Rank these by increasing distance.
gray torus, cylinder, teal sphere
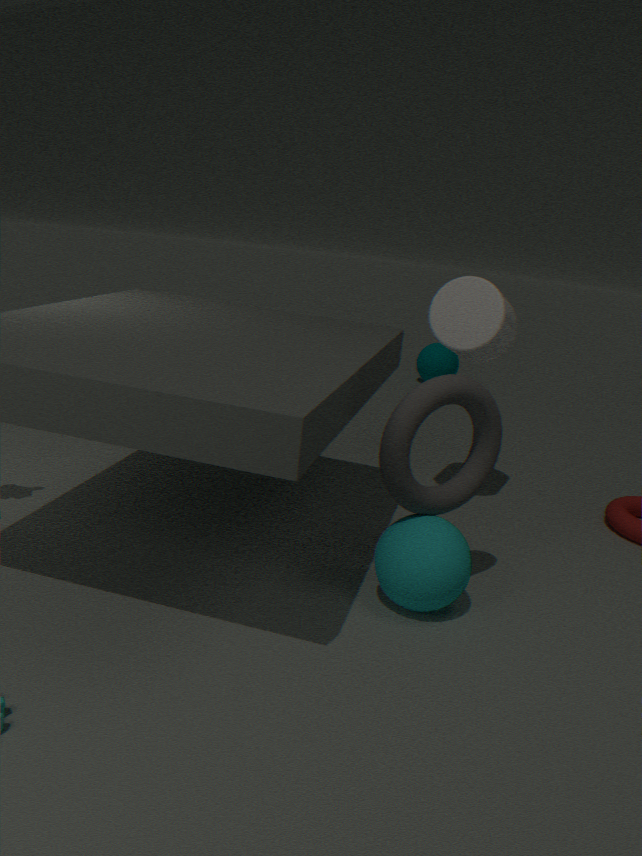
gray torus → cylinder → teal sphere
